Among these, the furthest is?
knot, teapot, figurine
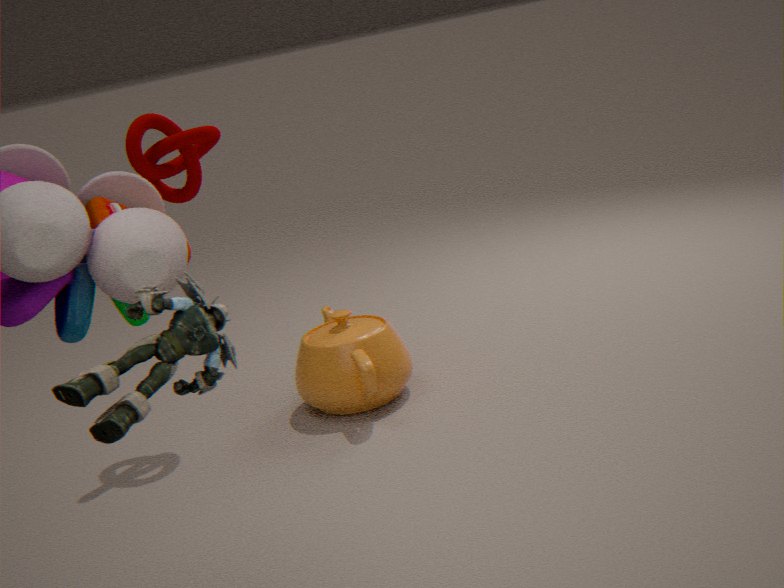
teapot
